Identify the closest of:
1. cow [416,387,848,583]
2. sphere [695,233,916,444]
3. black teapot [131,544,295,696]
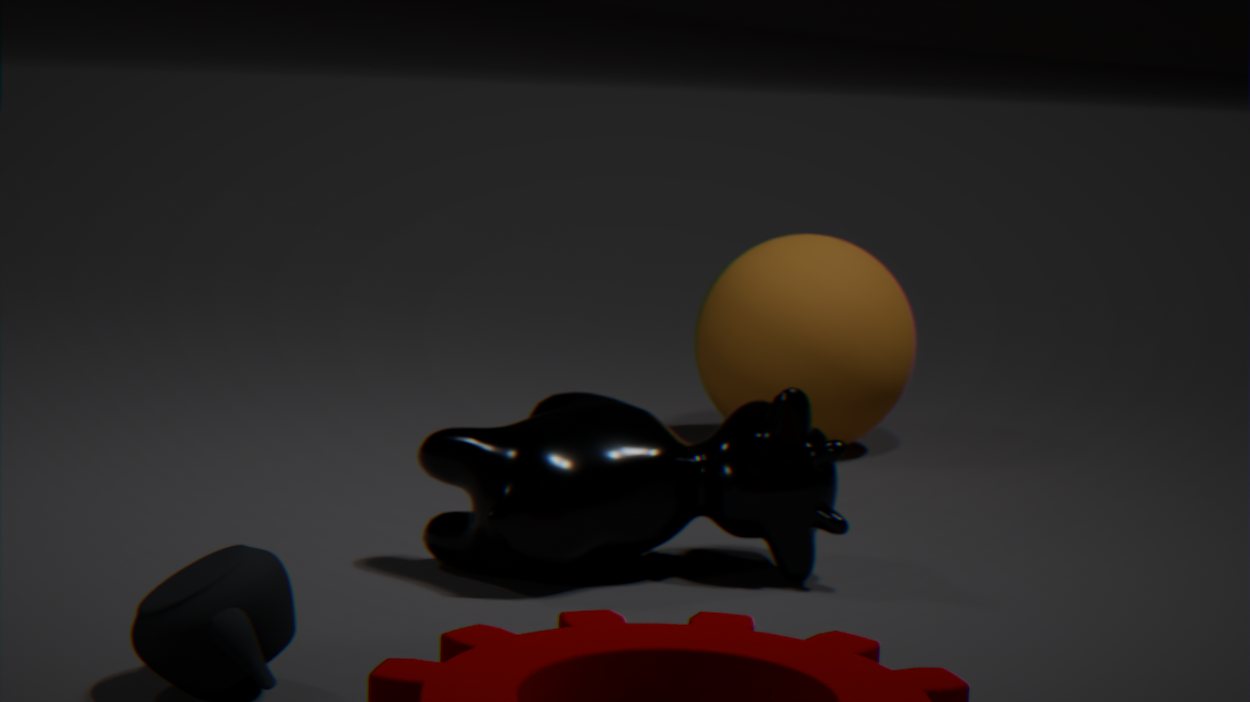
black teapot [131,544,295,696]
